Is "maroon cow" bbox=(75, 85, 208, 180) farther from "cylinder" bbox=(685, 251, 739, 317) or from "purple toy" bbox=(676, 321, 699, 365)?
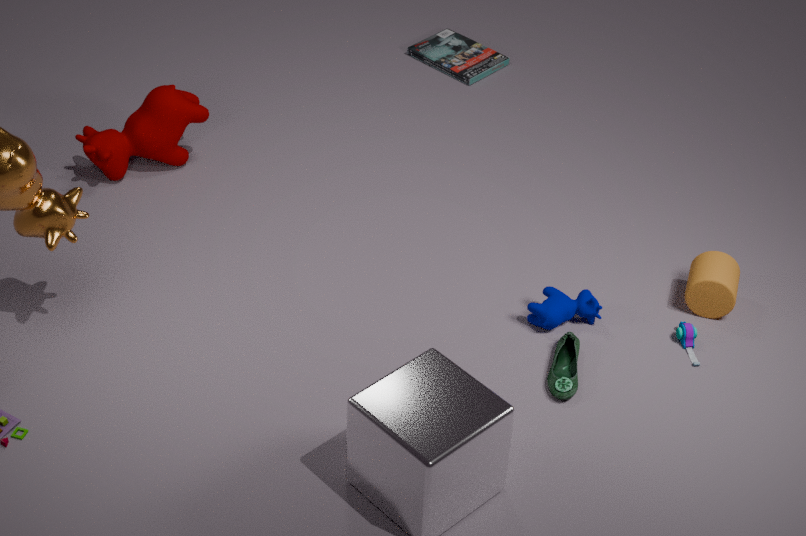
"purple toy" bbox=(676, 321, 699, 365)
